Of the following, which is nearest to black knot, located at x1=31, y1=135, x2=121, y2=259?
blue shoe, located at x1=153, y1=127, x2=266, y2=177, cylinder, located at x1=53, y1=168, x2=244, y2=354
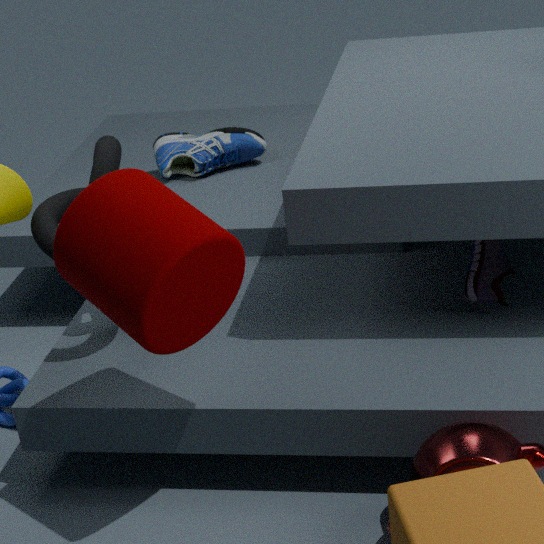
cylinder, located at x1=53, y1=168, x2=244, y2=354
